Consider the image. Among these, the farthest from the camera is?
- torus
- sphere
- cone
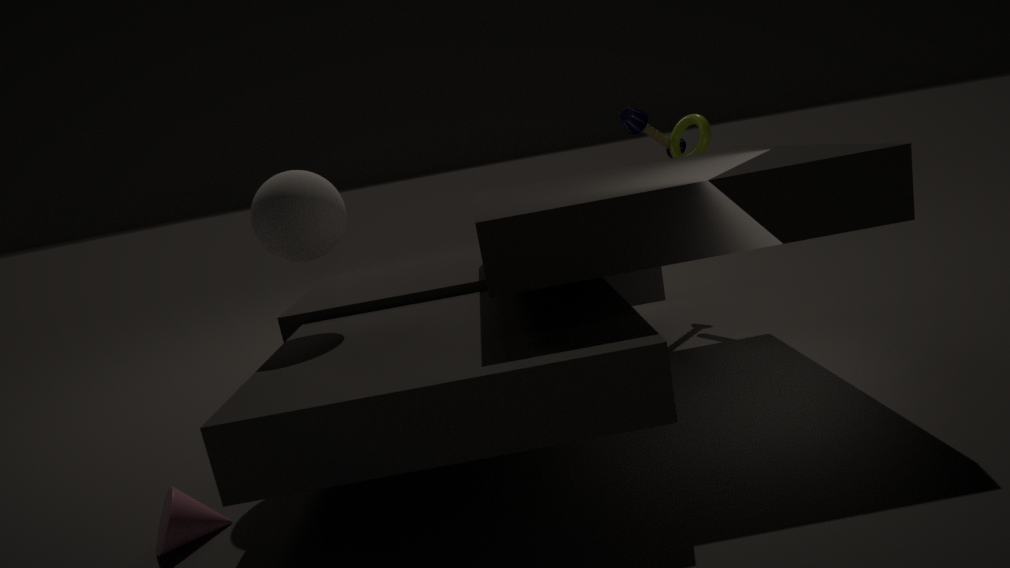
torus
